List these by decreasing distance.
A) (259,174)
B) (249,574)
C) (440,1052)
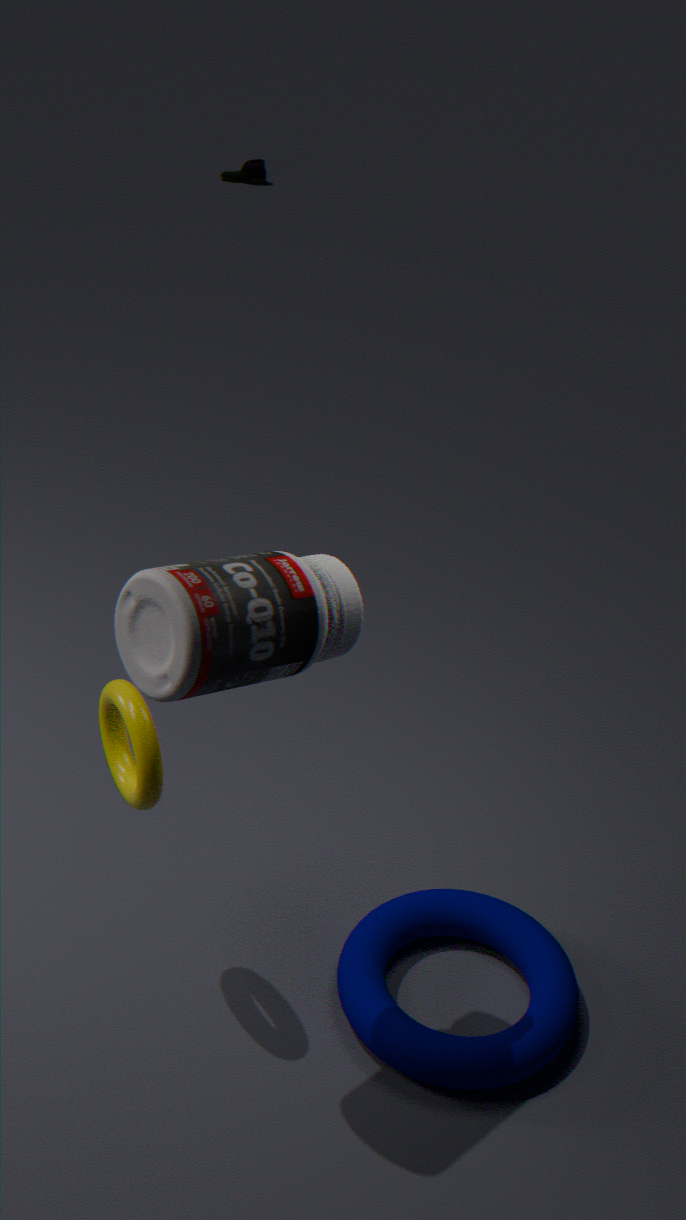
1. (259,174)
2. (440,1052)
3. (249,574)
